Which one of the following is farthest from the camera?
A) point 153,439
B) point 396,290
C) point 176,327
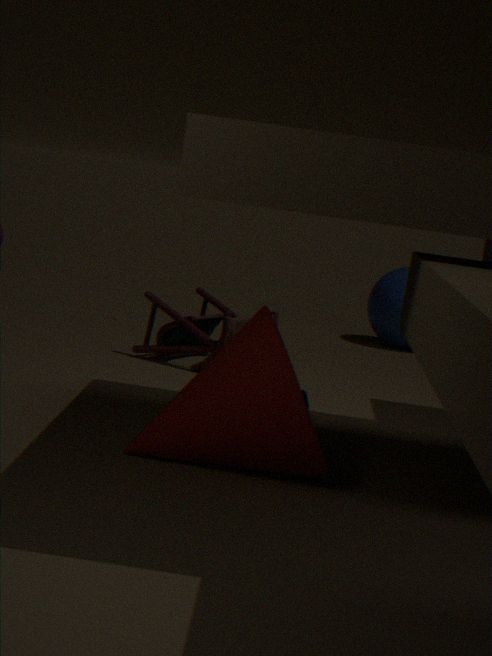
point 396,290
